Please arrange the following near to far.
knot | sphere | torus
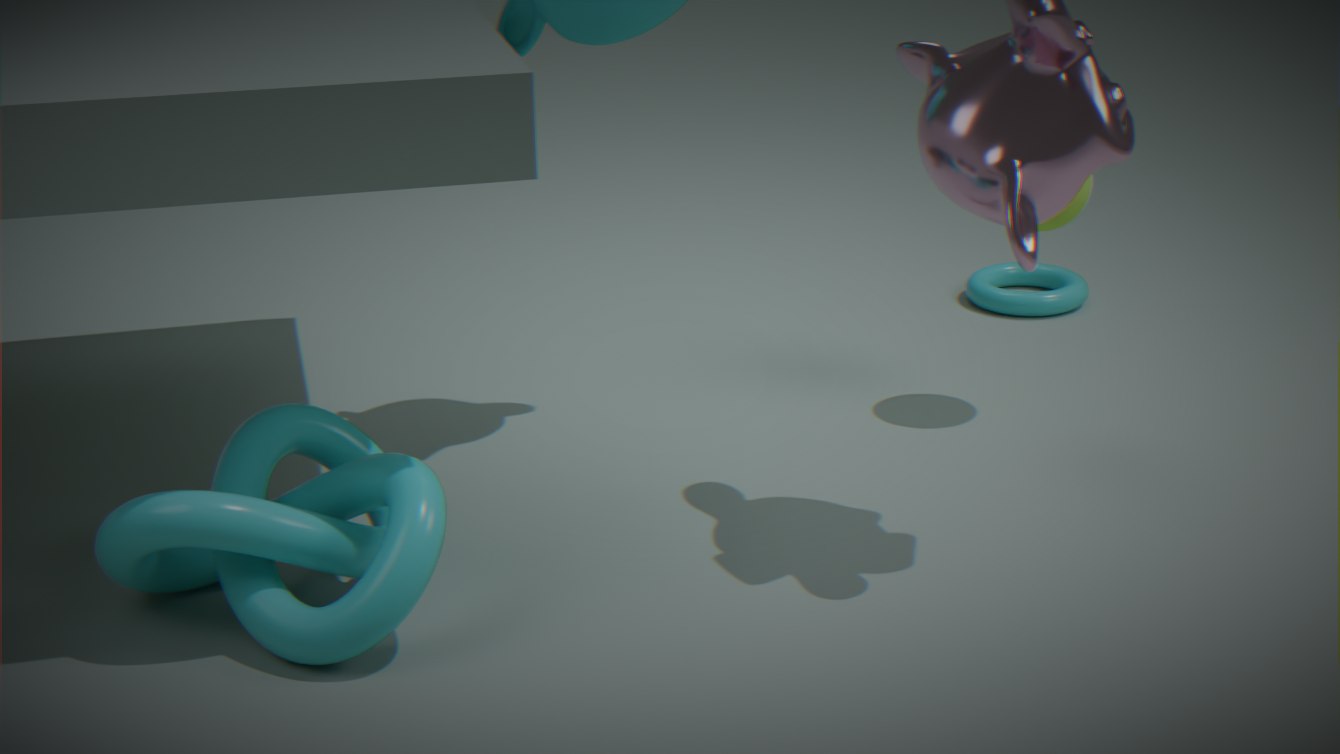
knot → sphere → torus
